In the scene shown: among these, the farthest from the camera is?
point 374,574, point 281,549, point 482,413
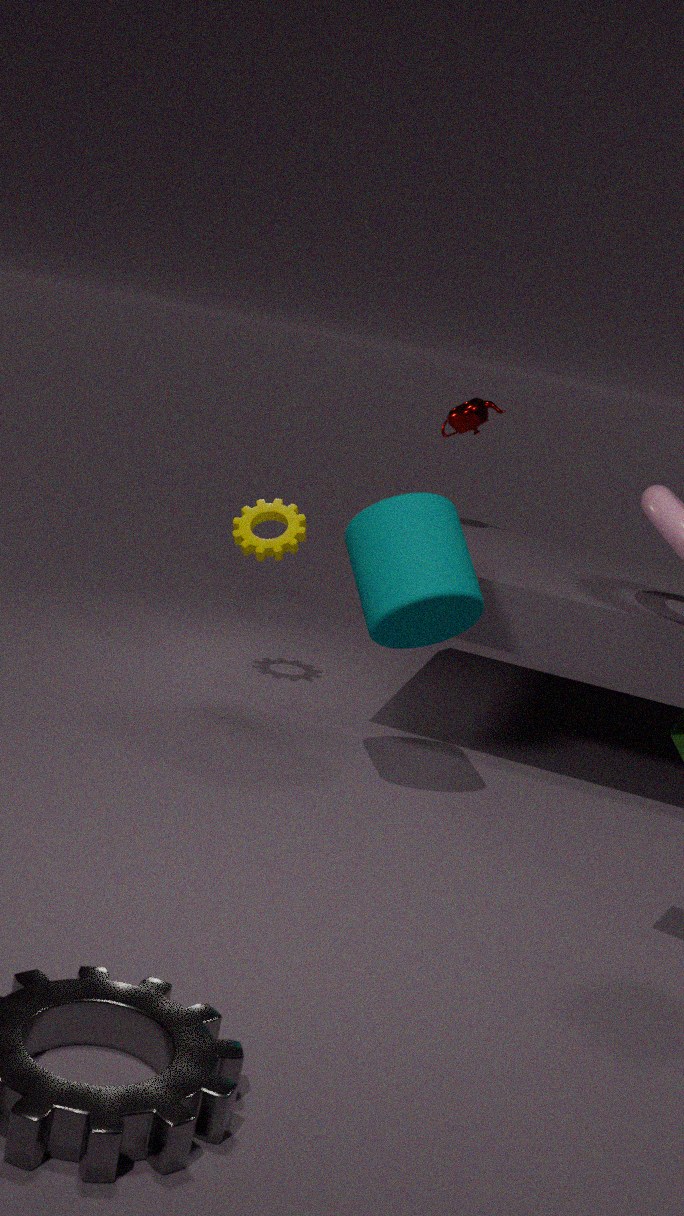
point 482,413
